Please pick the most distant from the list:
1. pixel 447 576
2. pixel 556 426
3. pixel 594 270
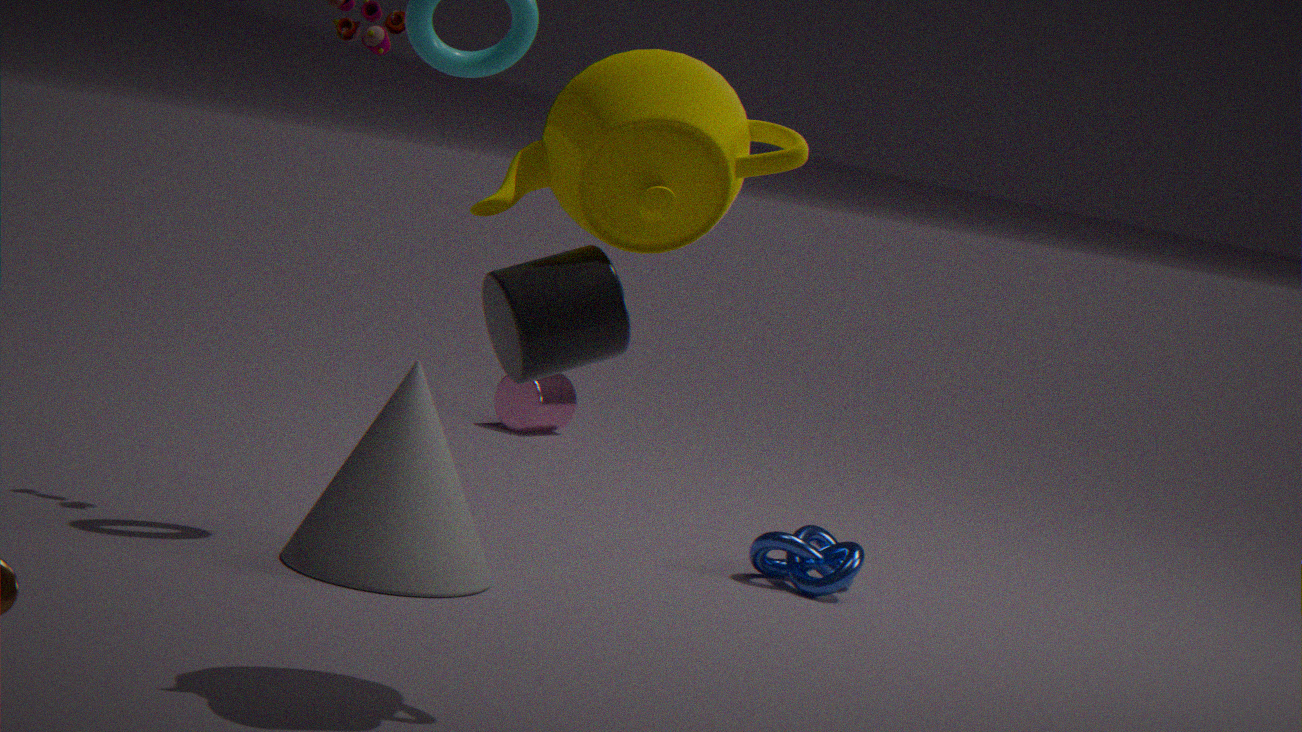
pixel 556 426
